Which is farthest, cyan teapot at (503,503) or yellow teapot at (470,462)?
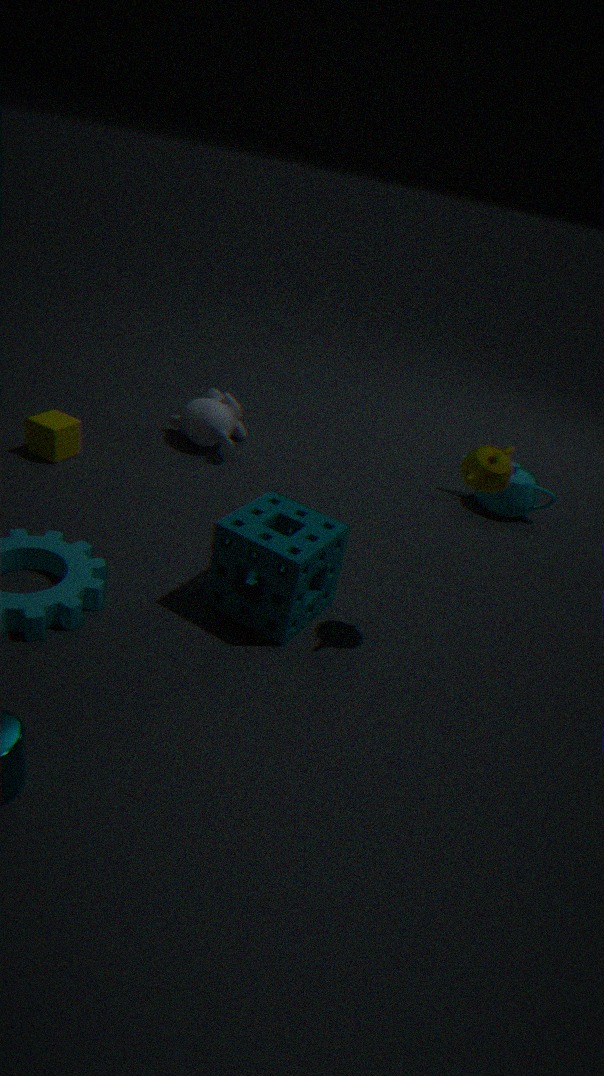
cyan teapot at (503,503)
